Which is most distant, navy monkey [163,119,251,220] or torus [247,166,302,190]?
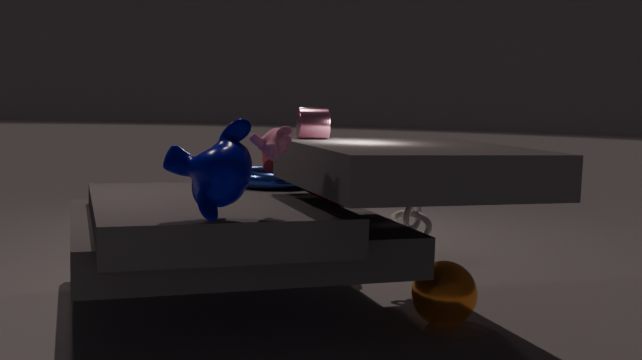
torus [247,166,302,190]
